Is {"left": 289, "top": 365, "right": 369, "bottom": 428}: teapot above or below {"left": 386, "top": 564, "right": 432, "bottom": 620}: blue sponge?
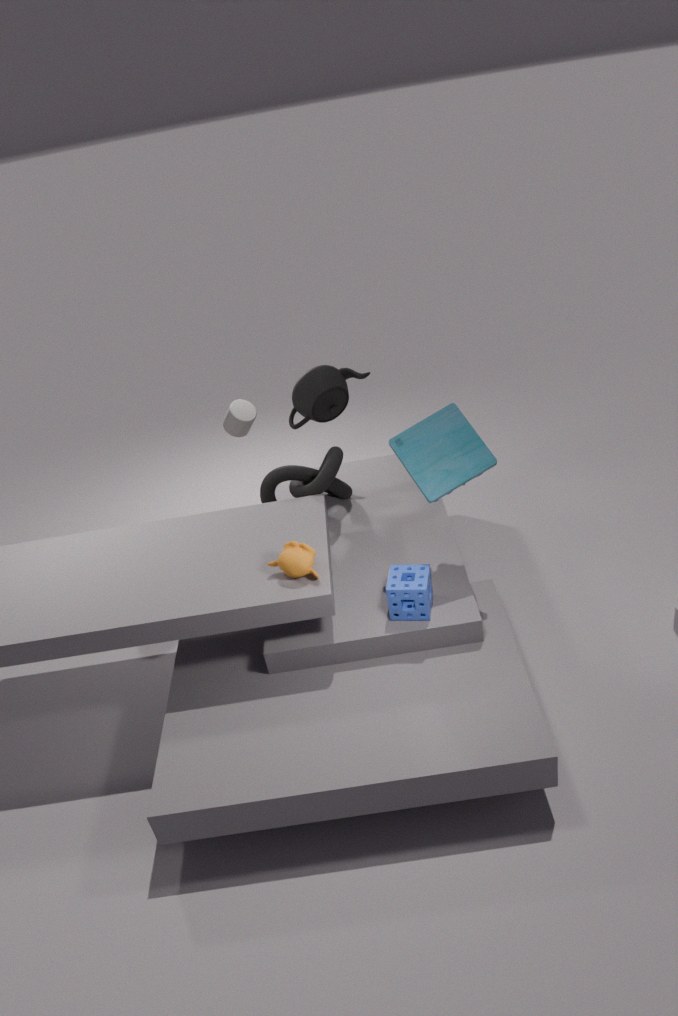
above
